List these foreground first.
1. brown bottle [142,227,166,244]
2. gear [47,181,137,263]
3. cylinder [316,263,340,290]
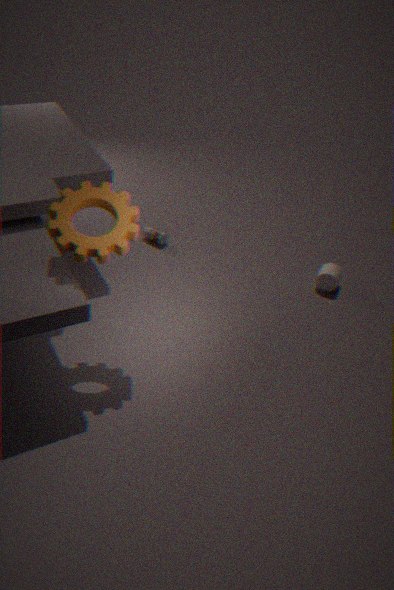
gear [47,181,137,263] < cylinder [316,263,340,290] < brown bottle [142,227,166,244]
